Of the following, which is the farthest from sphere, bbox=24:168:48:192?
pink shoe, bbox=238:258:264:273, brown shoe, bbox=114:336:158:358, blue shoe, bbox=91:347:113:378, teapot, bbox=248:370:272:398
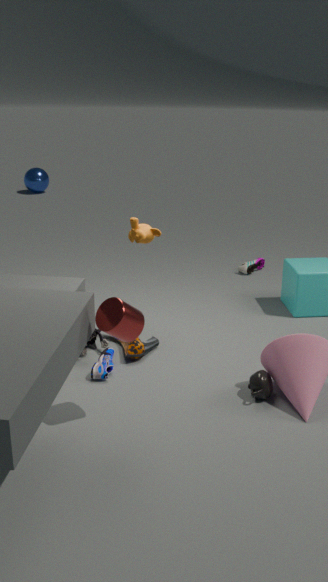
teapot, bbox=248:370:272:398
